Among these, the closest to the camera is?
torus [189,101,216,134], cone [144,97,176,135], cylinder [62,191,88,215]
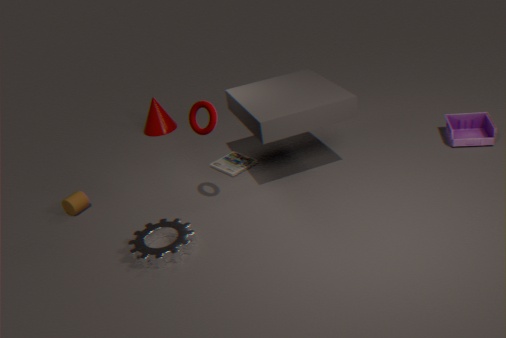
torus [189,101,216,134]
